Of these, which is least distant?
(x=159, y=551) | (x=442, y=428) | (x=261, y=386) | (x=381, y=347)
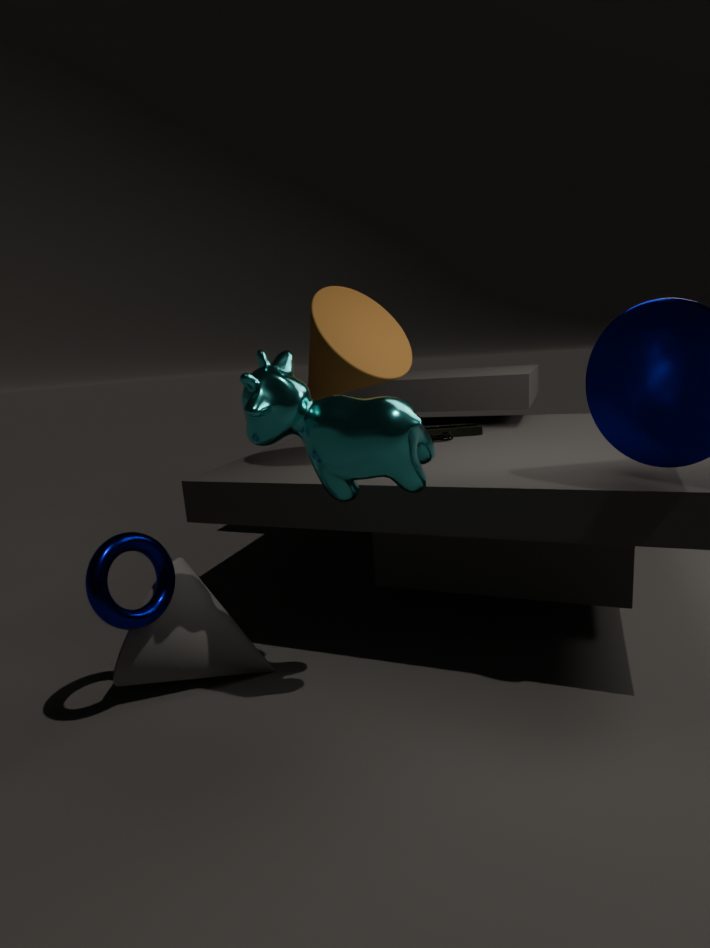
(x=261, y=386)
